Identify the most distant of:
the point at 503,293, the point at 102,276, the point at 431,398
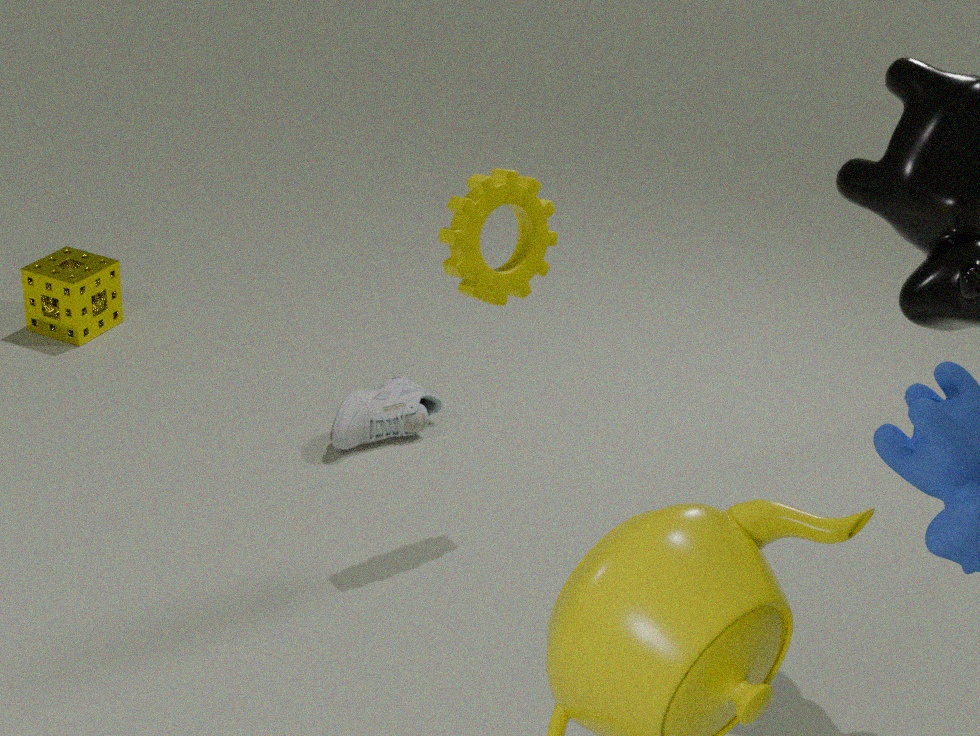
the point at 102,276
